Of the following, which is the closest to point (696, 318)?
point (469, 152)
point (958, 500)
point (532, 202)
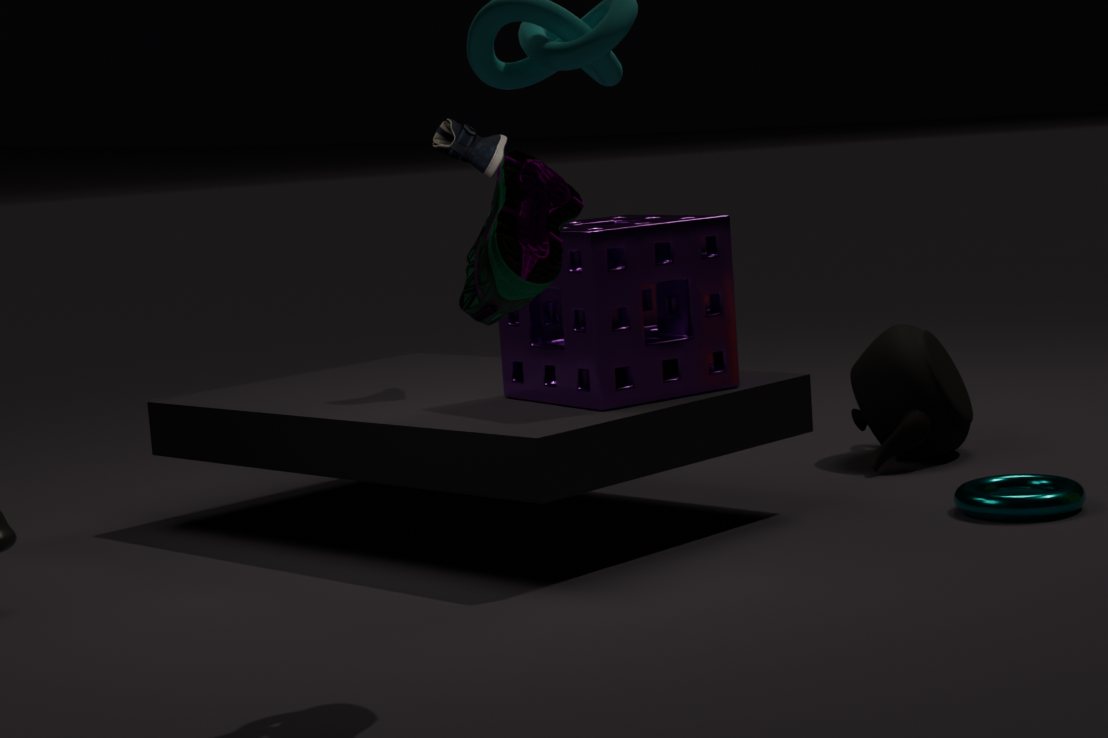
point (469, 152)
